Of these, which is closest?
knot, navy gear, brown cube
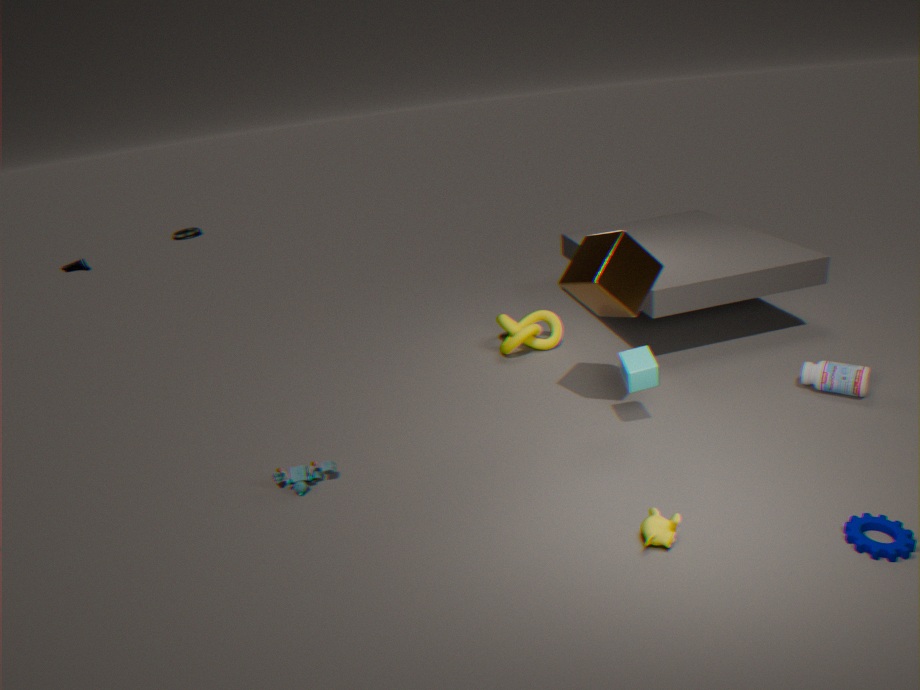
navy gear
